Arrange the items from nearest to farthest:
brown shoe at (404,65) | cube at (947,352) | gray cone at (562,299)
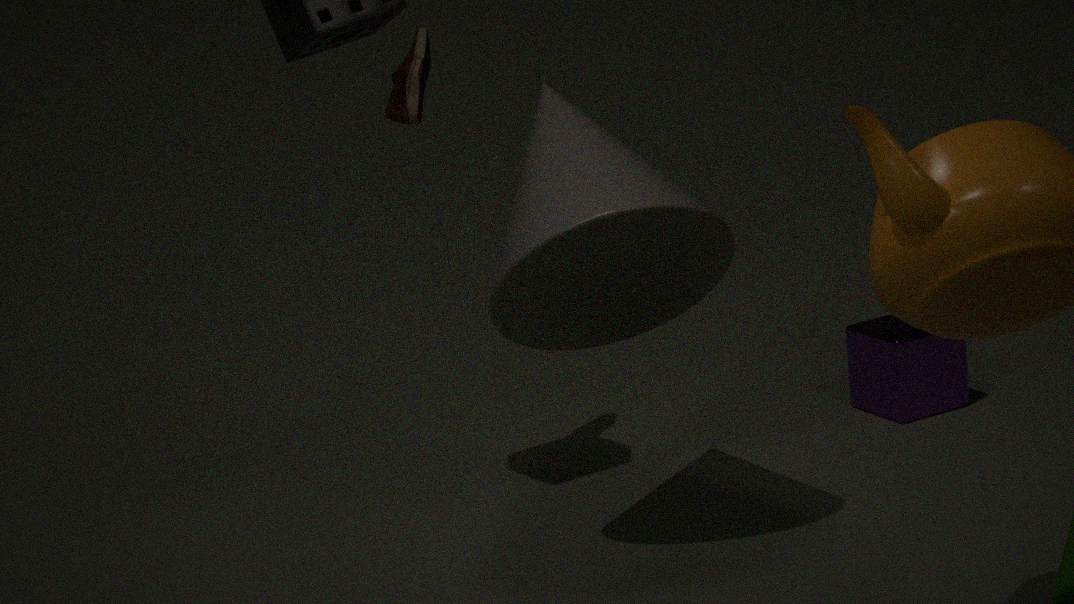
gray cone at (562,299)
brown shoe at (404,65)
cube at (947,352)
